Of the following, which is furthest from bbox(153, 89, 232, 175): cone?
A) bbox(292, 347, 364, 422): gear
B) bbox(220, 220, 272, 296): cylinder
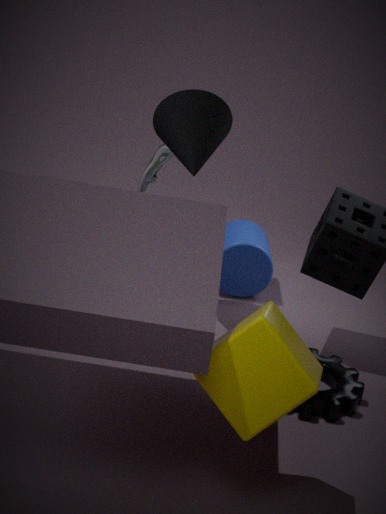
bbox(292, 347, 364, 422): gear
